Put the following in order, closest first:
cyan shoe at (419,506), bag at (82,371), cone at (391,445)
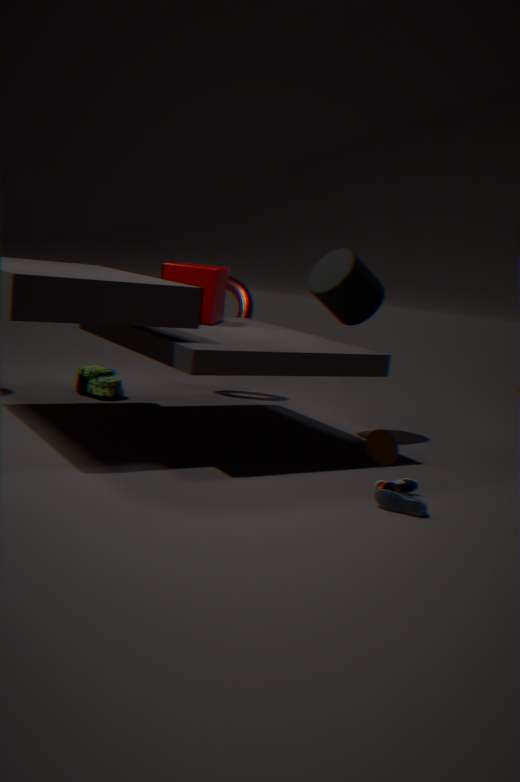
cyan shoe at (419,506) → cone at (391,445) → bag at (82,371)
